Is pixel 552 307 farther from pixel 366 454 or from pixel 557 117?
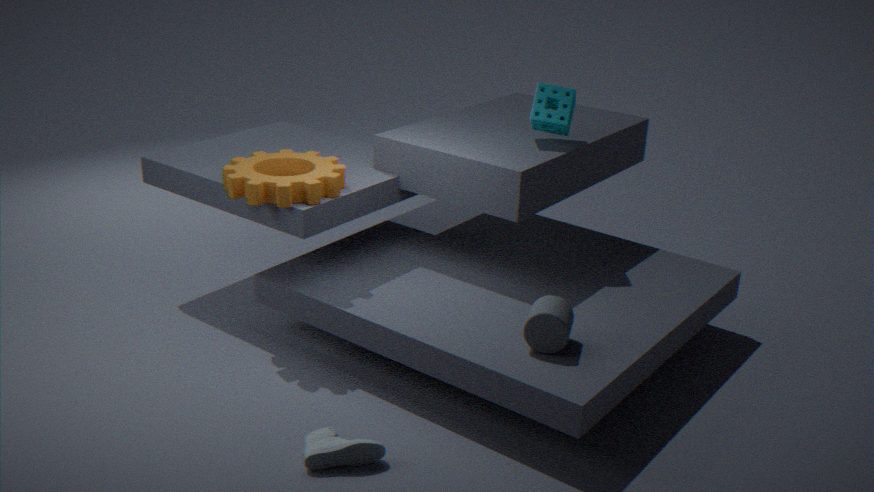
pixel 557 117
